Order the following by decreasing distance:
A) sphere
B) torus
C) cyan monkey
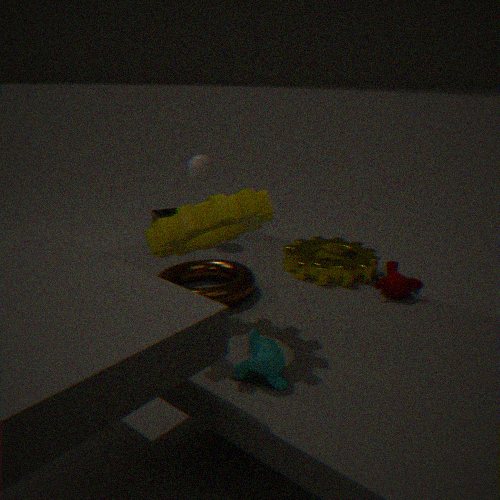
1. sphere
2. torus
3. cyan monkey
